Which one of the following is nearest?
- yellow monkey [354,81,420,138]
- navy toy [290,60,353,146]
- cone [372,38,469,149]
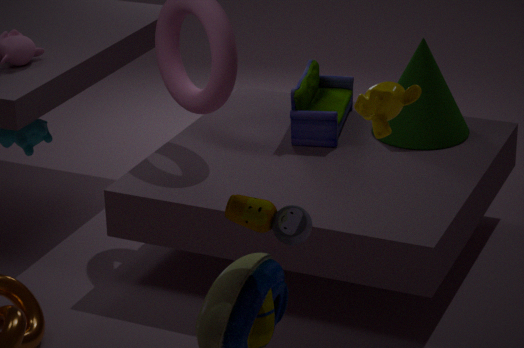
yellow monkey [354,81,420,138]
